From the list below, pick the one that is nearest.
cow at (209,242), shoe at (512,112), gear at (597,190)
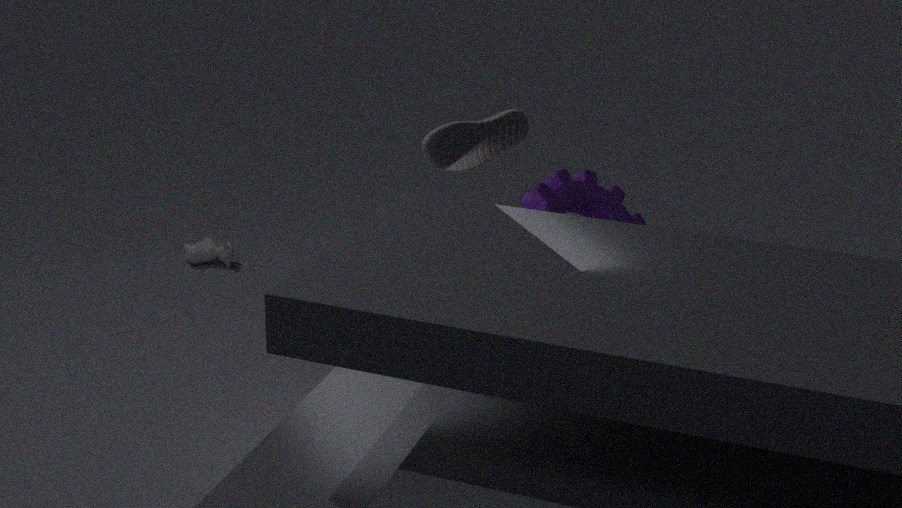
shoe at (512,112)
